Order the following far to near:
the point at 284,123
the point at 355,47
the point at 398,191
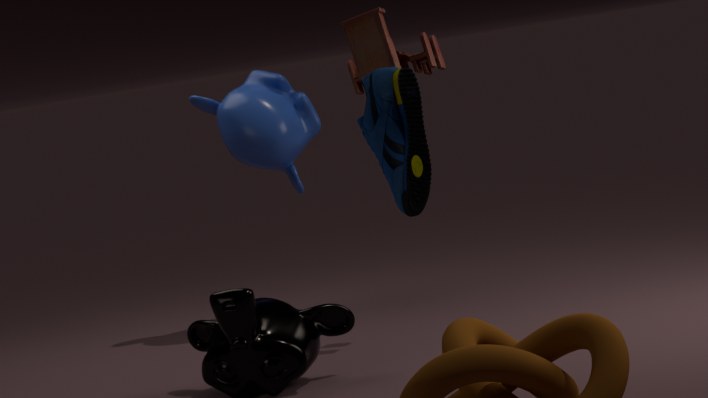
the point at 284,123 → the point at 355,47 → the point at 398,191
